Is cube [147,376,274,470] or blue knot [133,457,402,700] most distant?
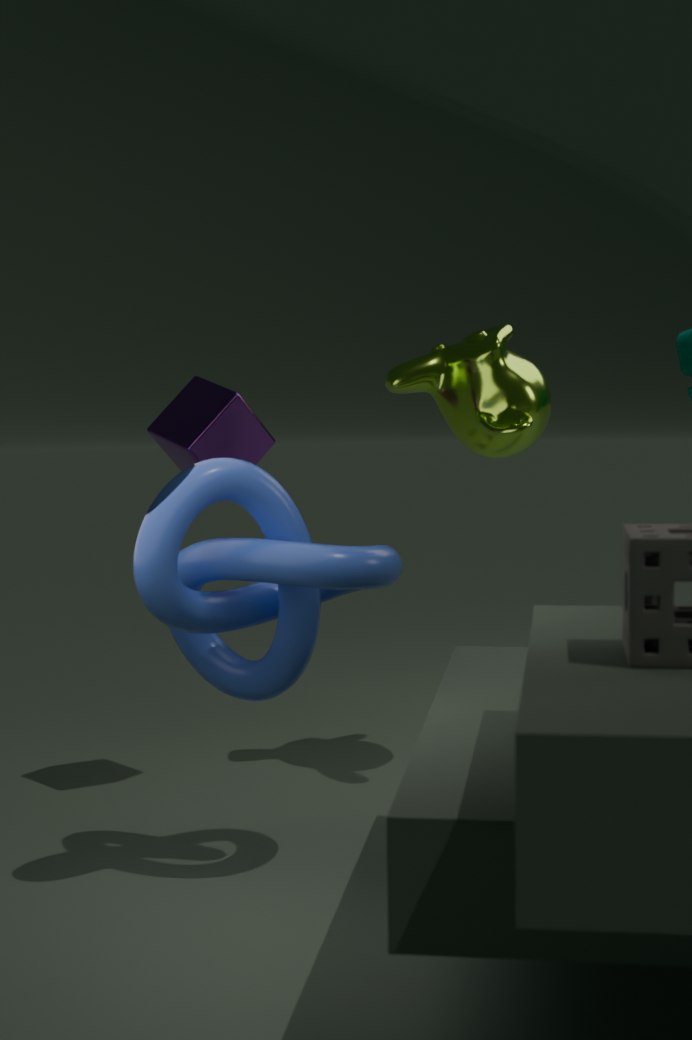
cube [147,376,274,470]
